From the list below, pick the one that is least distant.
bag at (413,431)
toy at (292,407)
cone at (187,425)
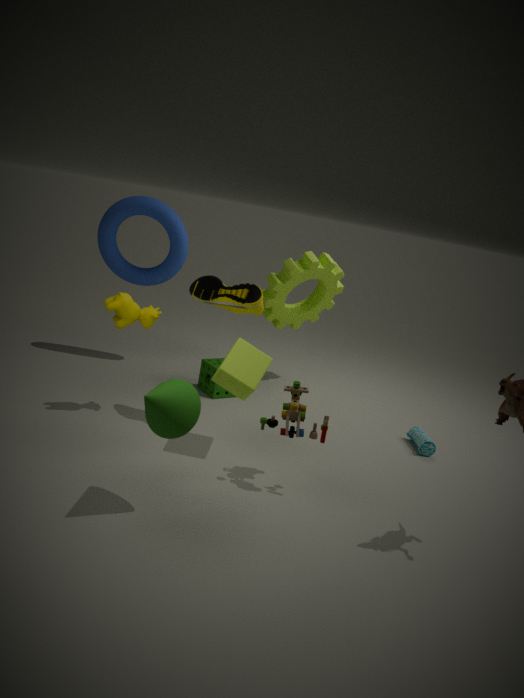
cone at (187,425)
